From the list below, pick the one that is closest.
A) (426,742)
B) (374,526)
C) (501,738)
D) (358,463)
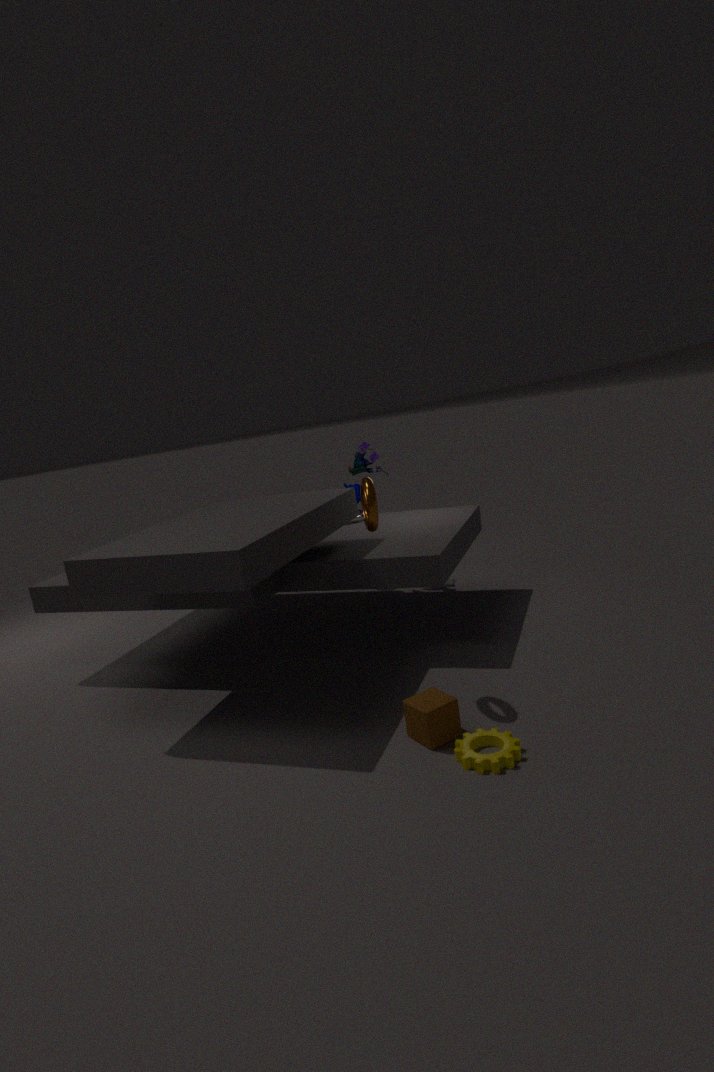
(501,738)
